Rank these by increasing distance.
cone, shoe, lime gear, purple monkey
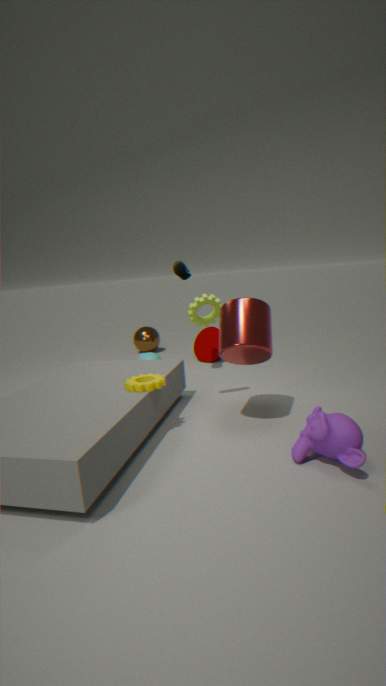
purple monkey < lime gear < shoe < cone
